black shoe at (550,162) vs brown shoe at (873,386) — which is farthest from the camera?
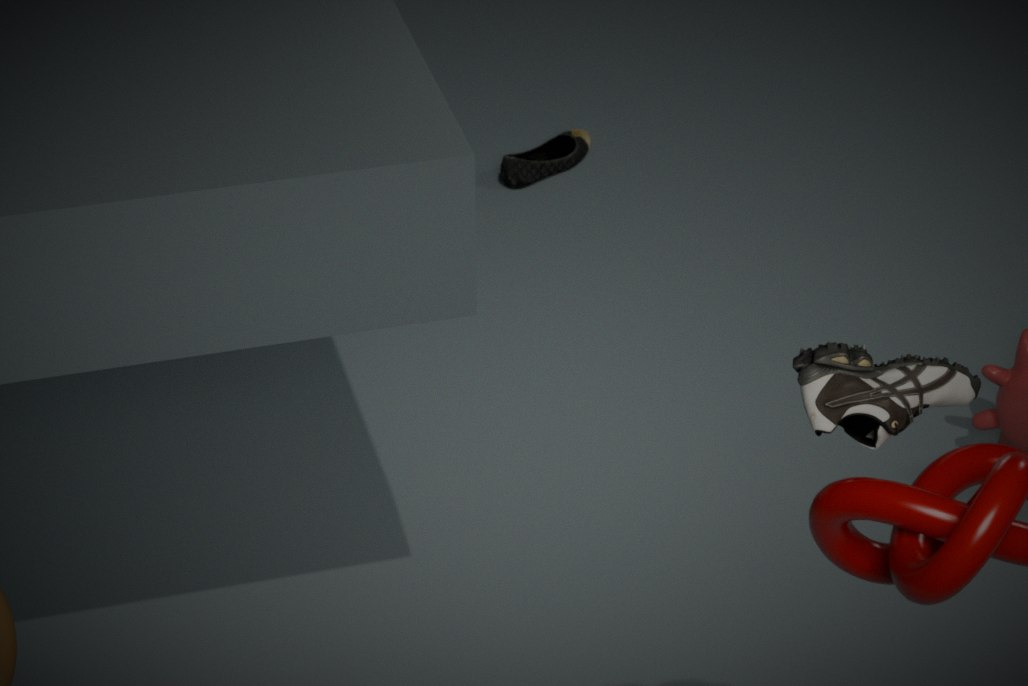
black shoe at (550,162)
